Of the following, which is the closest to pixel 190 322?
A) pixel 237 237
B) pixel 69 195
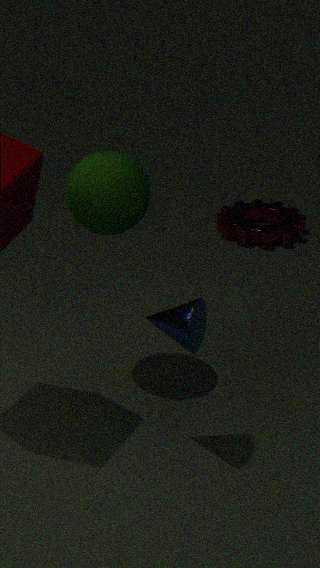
pixel 69 195
